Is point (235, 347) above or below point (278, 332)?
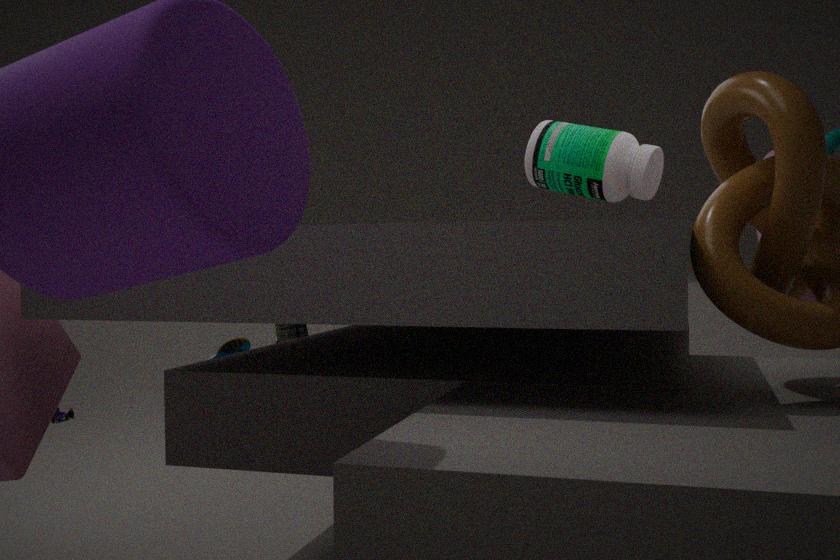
below
